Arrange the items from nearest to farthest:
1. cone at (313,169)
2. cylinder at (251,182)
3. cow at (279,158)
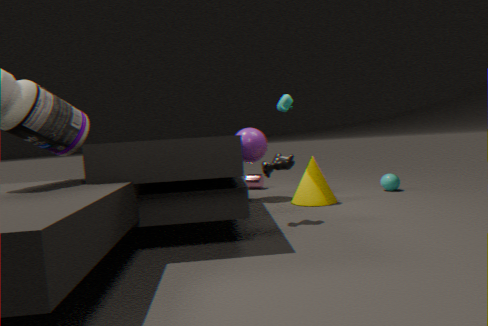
cow at (279,158)
cone at (313,169)
cylinder at (251,182)
